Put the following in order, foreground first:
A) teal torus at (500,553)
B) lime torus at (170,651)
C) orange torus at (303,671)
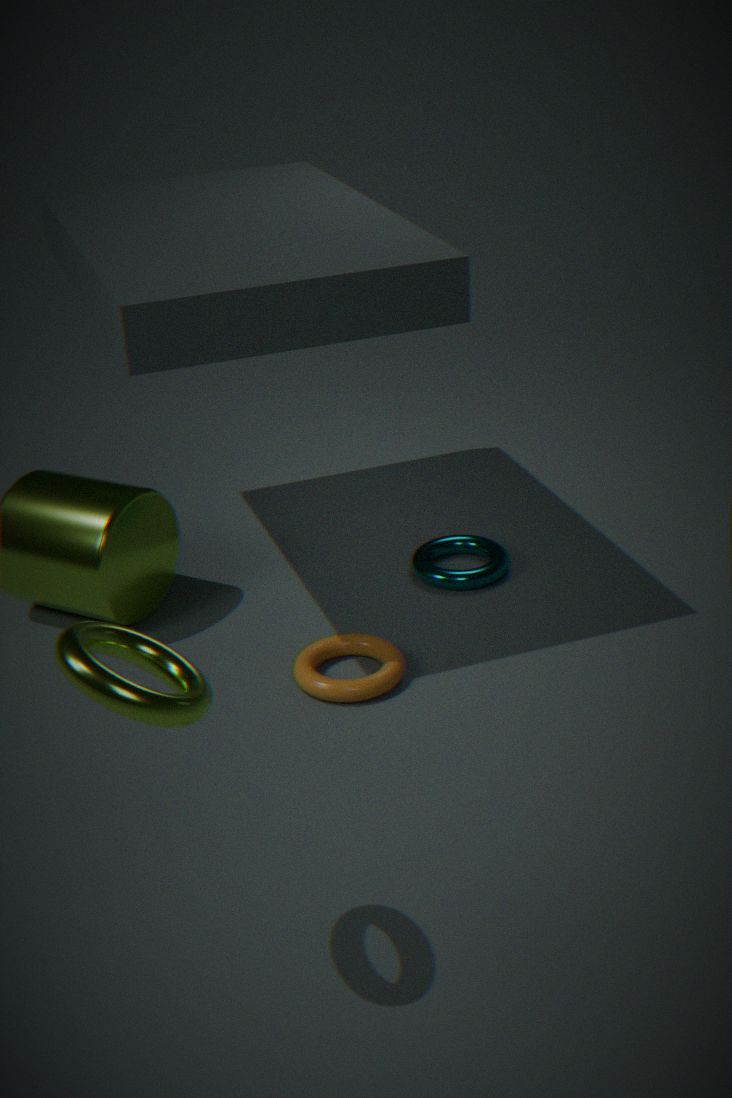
lime torus at (170,651) < orange torus at (303,671) < teal torus at (500,553)
